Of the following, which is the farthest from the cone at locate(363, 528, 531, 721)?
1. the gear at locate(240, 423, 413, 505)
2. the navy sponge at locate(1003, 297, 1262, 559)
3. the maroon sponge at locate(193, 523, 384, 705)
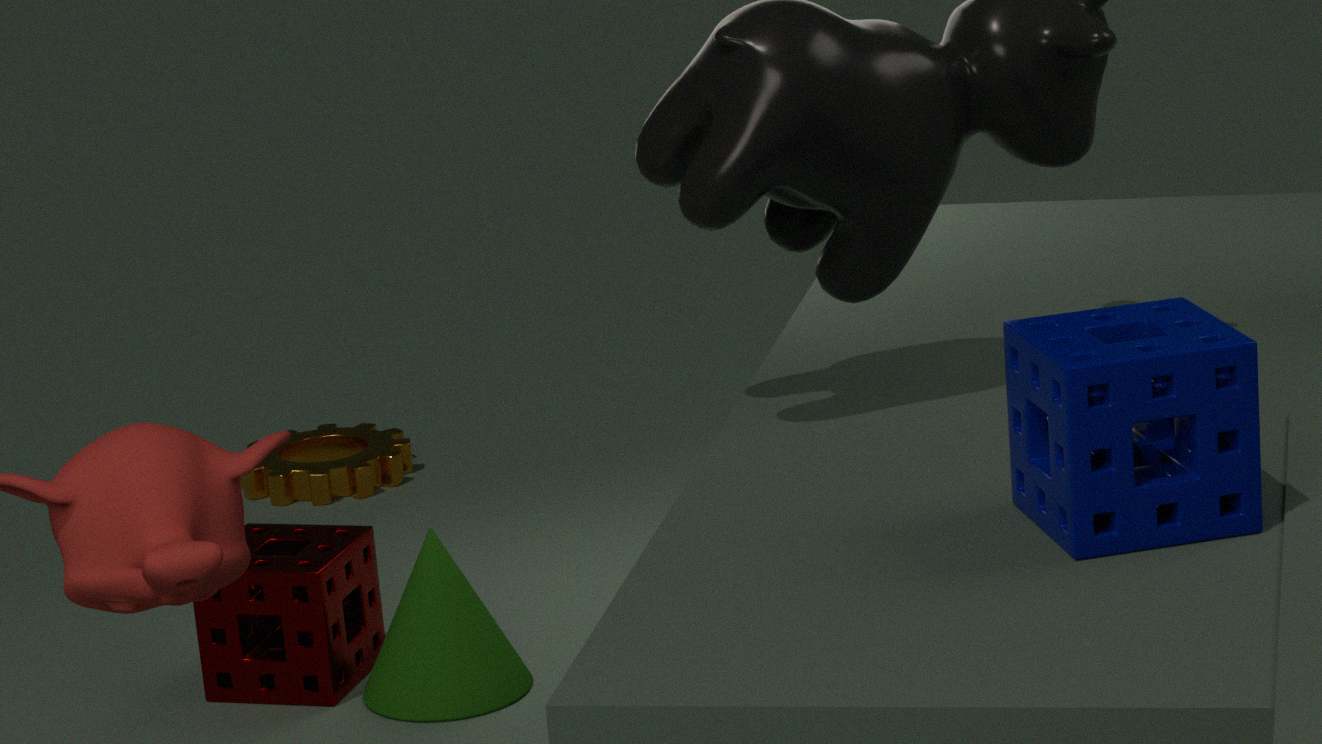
the navy sponge at locate(1003, 297, 1262, 559)
